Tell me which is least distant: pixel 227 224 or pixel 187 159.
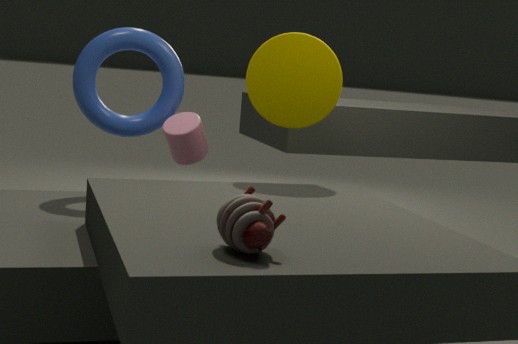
pixel 227 224
